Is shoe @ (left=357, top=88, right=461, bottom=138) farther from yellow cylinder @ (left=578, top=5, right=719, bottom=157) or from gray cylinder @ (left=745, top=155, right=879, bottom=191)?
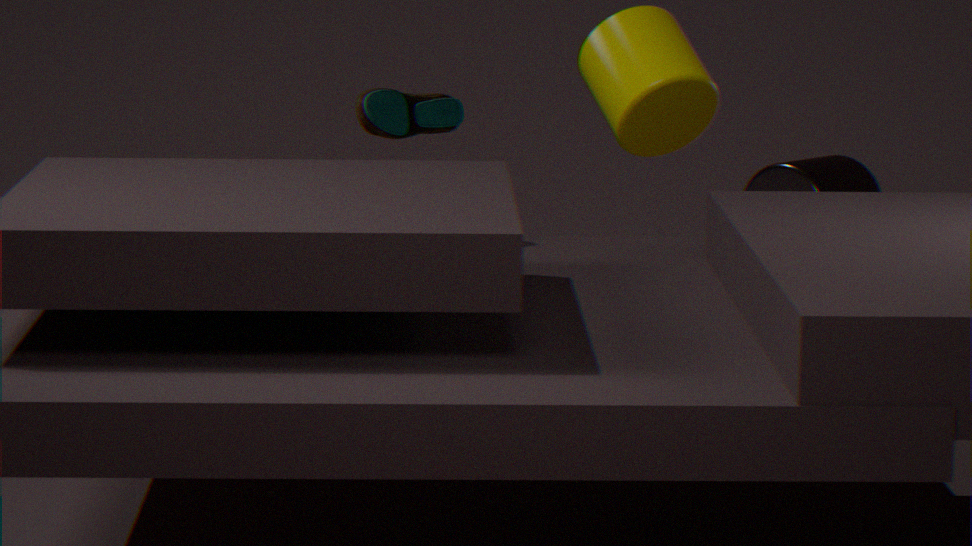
gray cylinder @ (left=745, top=155, right=879, bottom=191)
